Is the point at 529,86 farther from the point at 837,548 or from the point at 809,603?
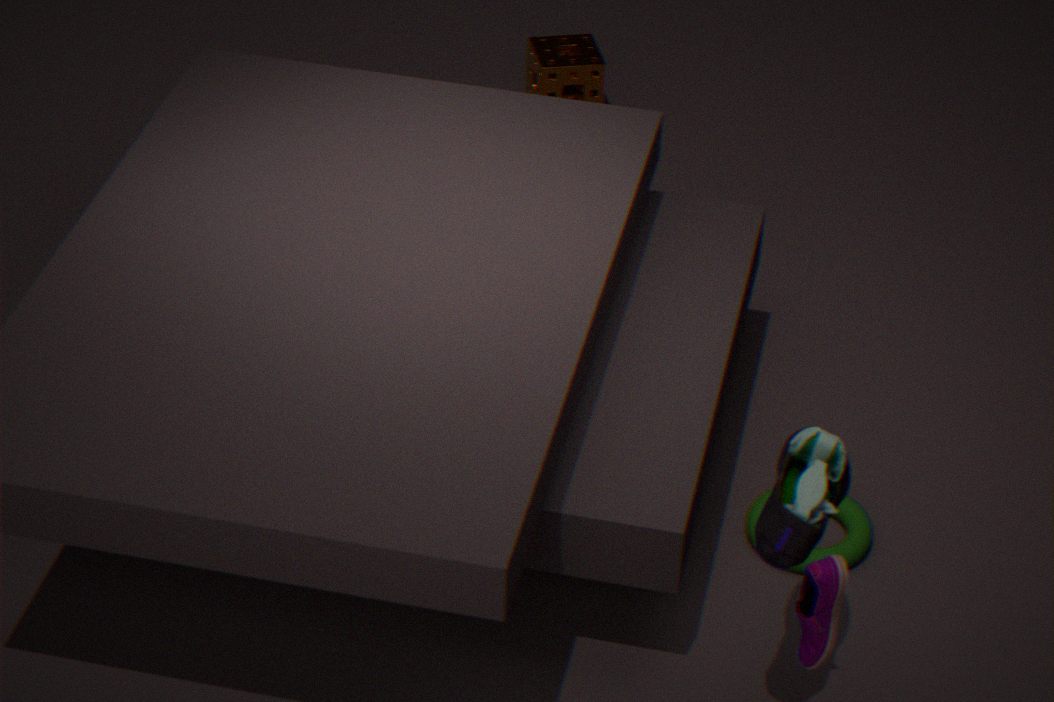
the point at 809,603
